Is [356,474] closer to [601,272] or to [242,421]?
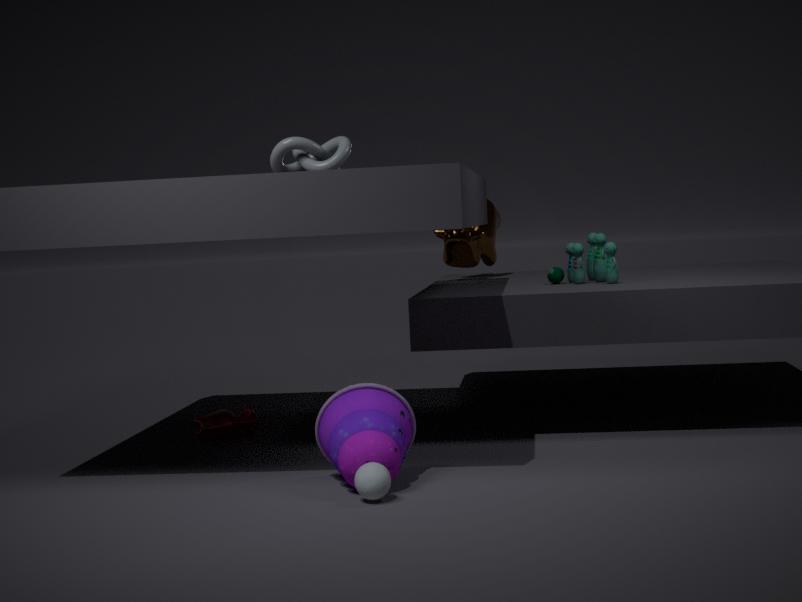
[242,421]
